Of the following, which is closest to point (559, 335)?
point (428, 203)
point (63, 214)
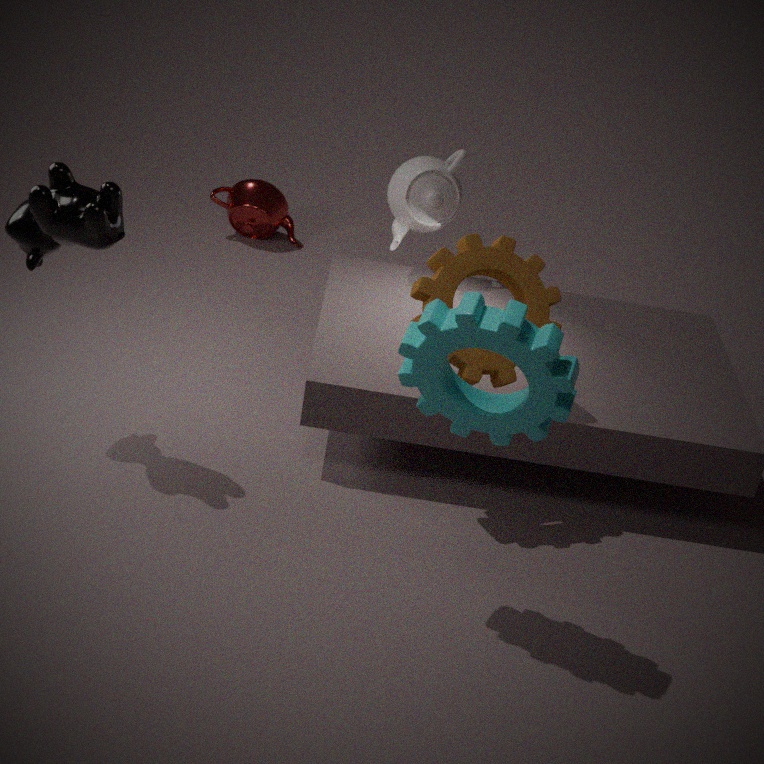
point (63, 214)
